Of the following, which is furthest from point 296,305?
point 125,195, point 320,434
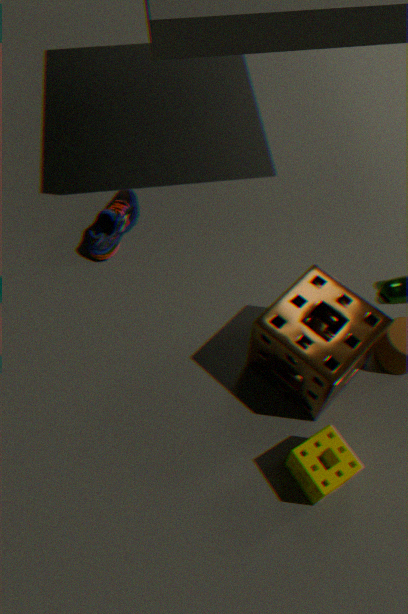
point 125,195
